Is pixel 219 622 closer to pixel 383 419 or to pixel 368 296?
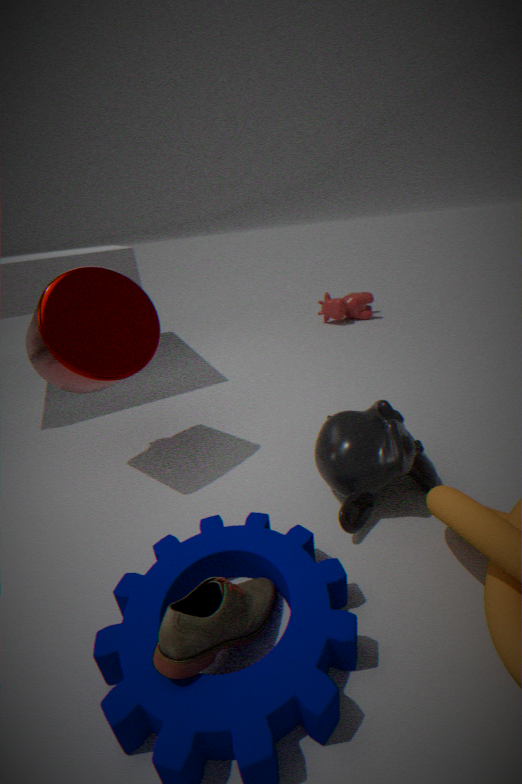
pixel 383 419
